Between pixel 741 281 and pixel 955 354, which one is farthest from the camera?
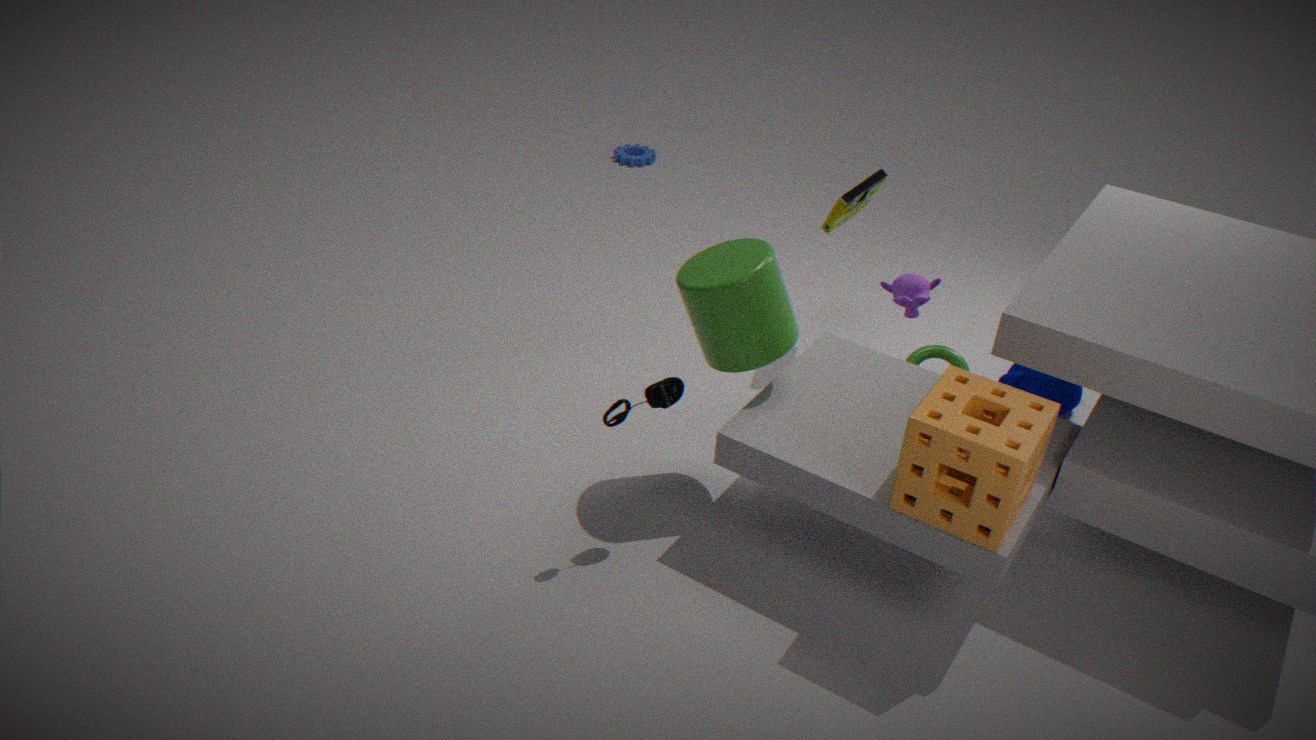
pixel 955 354
